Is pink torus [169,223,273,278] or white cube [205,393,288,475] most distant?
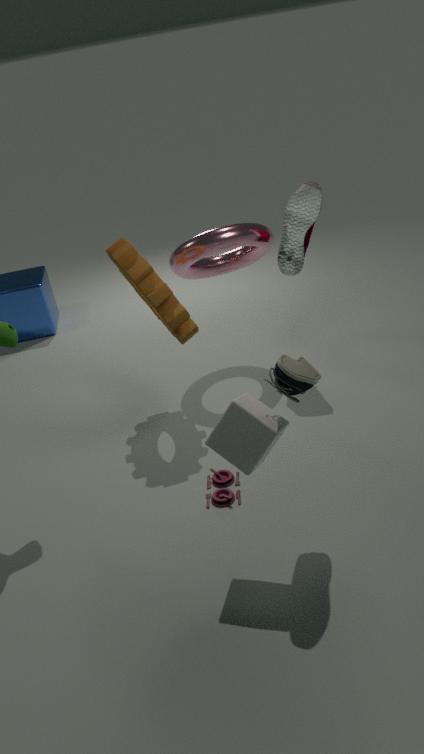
pink torus [169,223,273,278]
